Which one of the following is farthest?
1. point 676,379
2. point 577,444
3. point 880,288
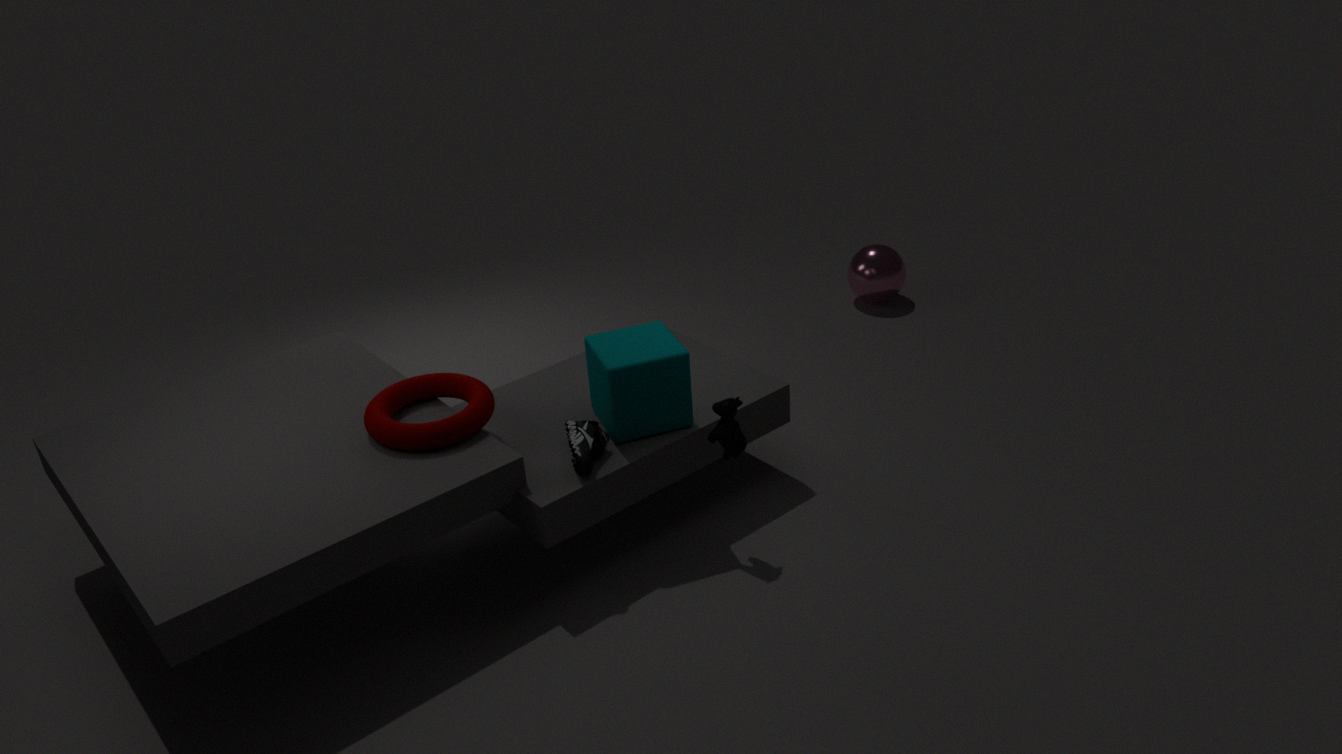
point 880,288
